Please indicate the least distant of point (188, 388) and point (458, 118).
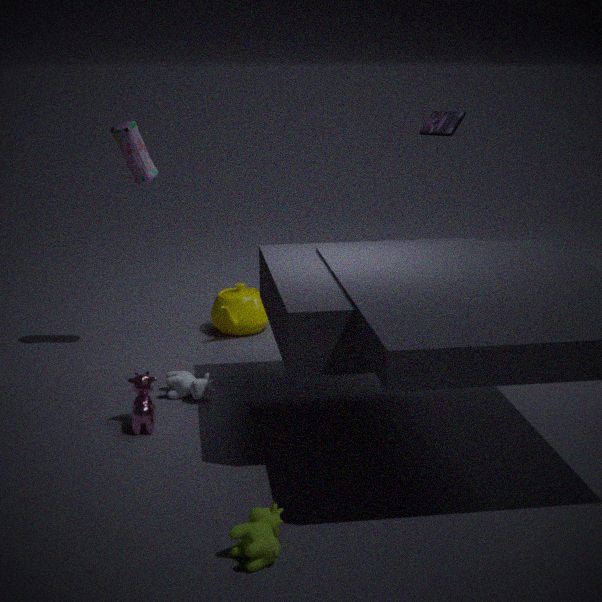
point (188, 388)
